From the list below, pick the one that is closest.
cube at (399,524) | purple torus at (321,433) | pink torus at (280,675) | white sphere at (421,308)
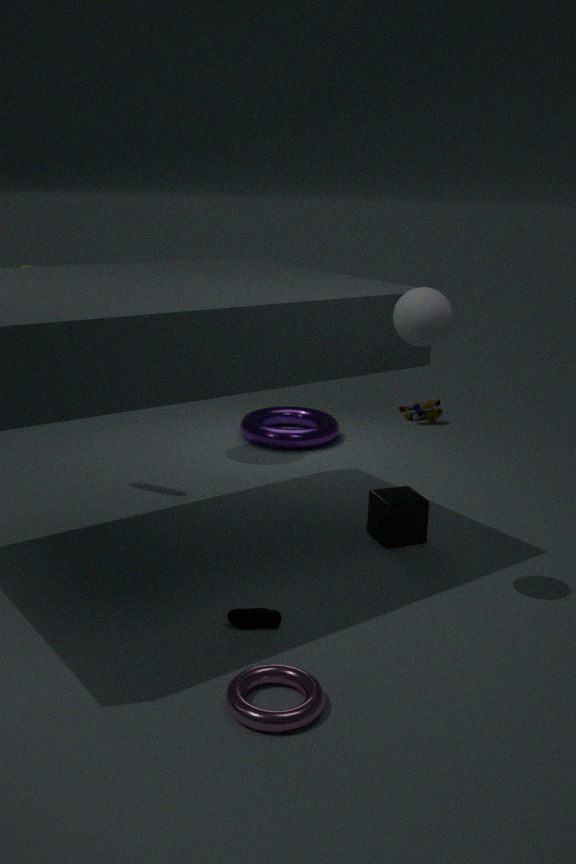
pink torus at (280,675)
